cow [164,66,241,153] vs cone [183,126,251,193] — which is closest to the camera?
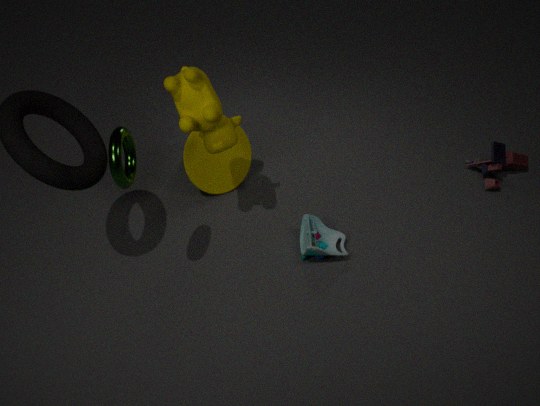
cow [164,66,241,153]
